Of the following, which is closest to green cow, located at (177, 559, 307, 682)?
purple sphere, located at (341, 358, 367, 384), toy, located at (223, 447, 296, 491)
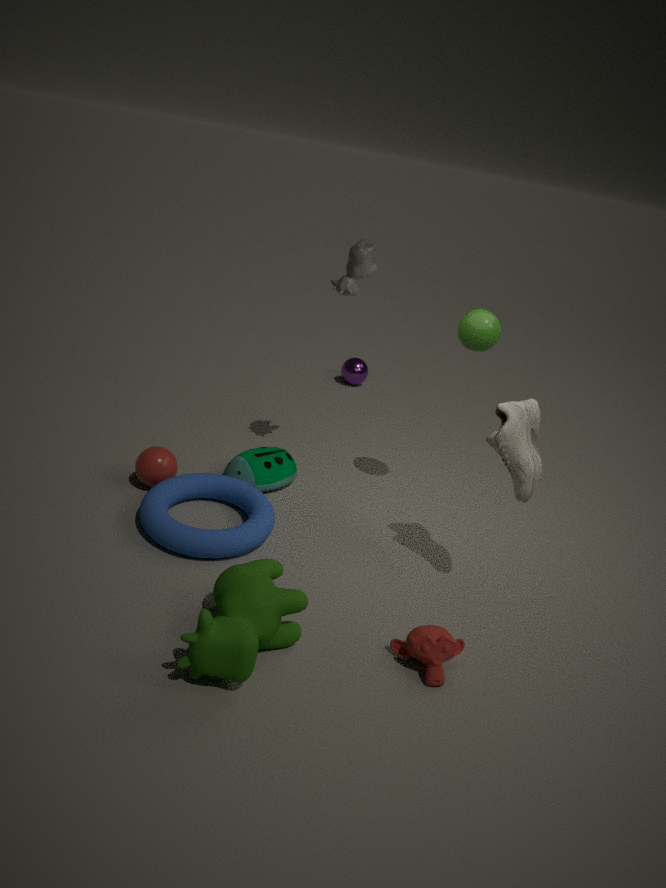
toy, located at (223, 447, 296, 491)
